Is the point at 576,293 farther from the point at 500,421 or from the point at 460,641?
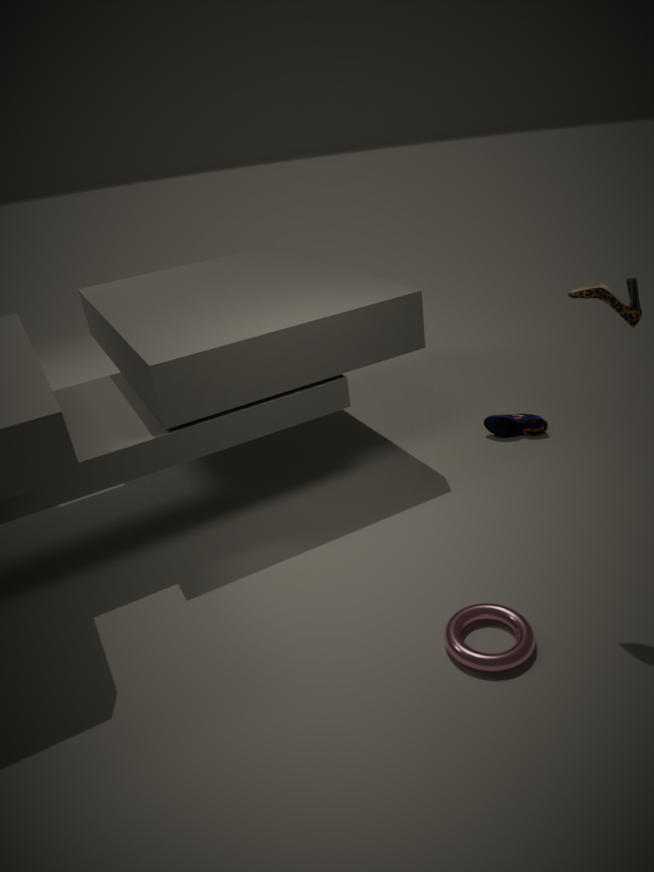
the point at 500,421
